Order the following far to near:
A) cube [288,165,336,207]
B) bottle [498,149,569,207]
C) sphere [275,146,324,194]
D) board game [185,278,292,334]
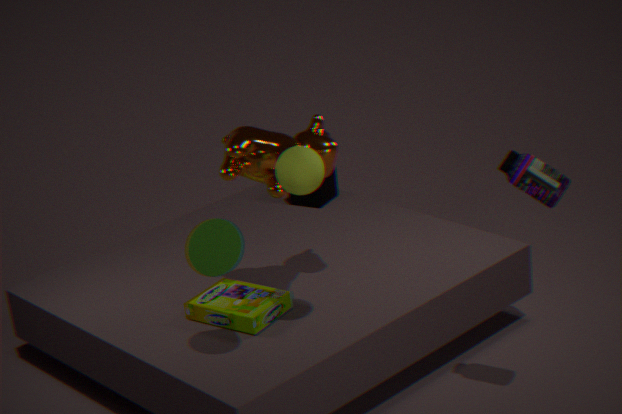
cube [288,165,336,207]
board game [185,278,292,334]
sphere [275,146,324,194]
bottle [498,149,569,207]
